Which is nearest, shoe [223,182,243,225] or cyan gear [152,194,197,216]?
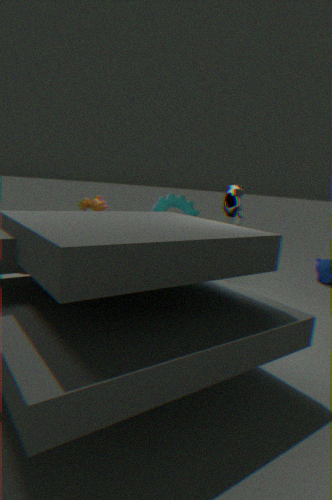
shoe [223,182,243,225]
